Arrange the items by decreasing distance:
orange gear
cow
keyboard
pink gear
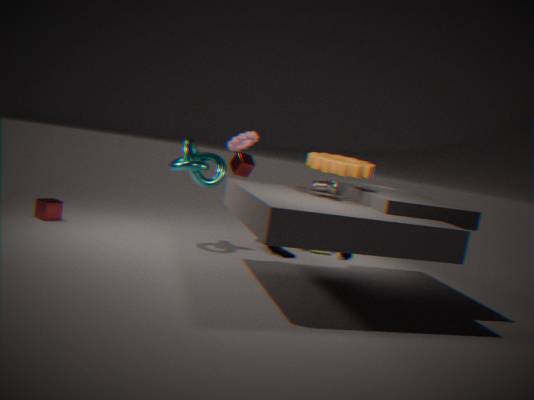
keyboard < cow < pink gear < orange gear
